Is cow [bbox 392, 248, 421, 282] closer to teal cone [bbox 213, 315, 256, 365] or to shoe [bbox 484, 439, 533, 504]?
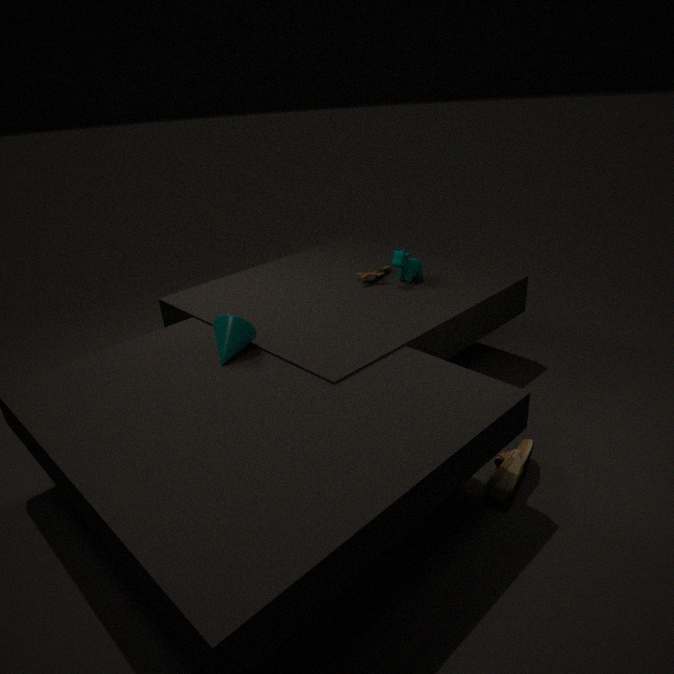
teal cone [bbox 213, 315, 256, 365]
